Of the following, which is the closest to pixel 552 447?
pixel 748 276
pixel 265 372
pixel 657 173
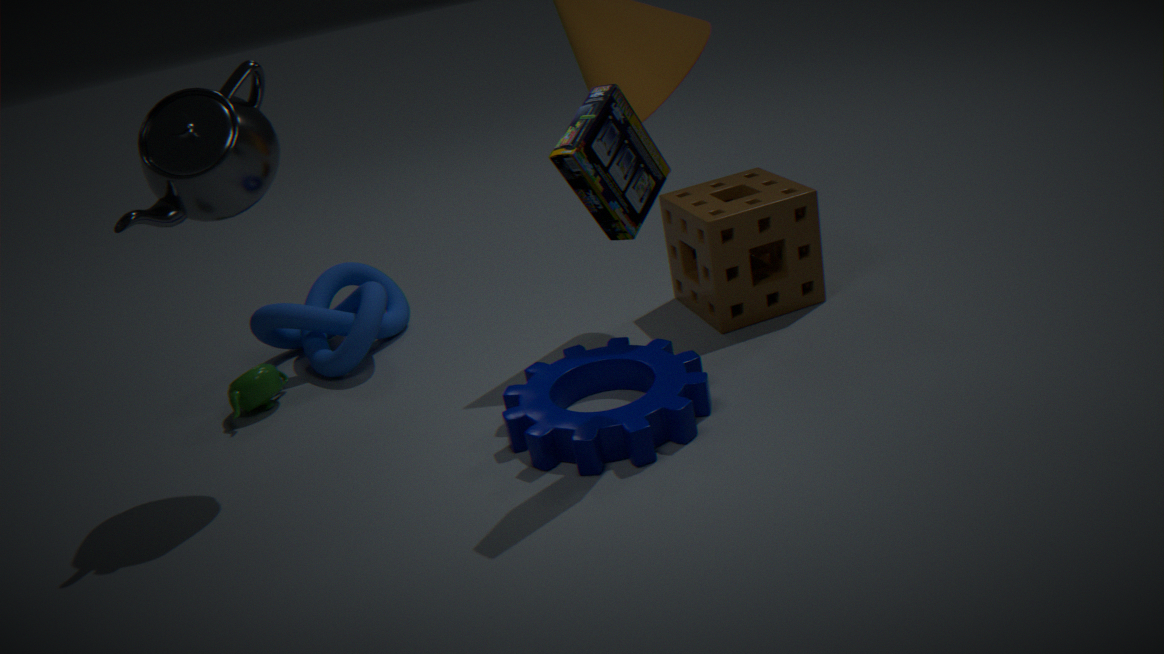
pixel 657 173
